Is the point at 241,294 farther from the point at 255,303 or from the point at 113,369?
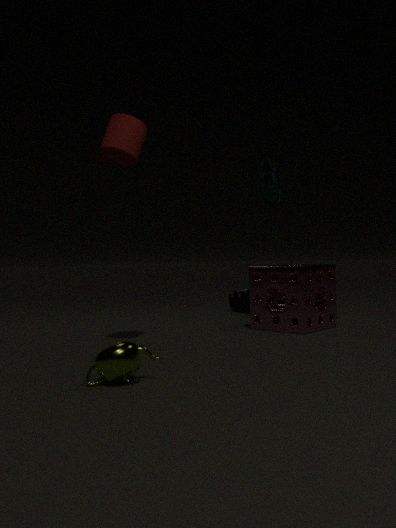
the point at 113,369
